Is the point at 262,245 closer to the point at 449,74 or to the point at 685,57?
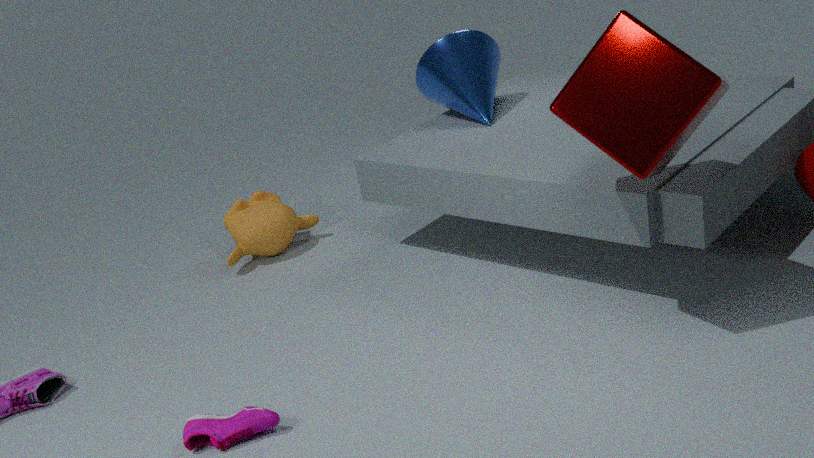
the point at 449,74
